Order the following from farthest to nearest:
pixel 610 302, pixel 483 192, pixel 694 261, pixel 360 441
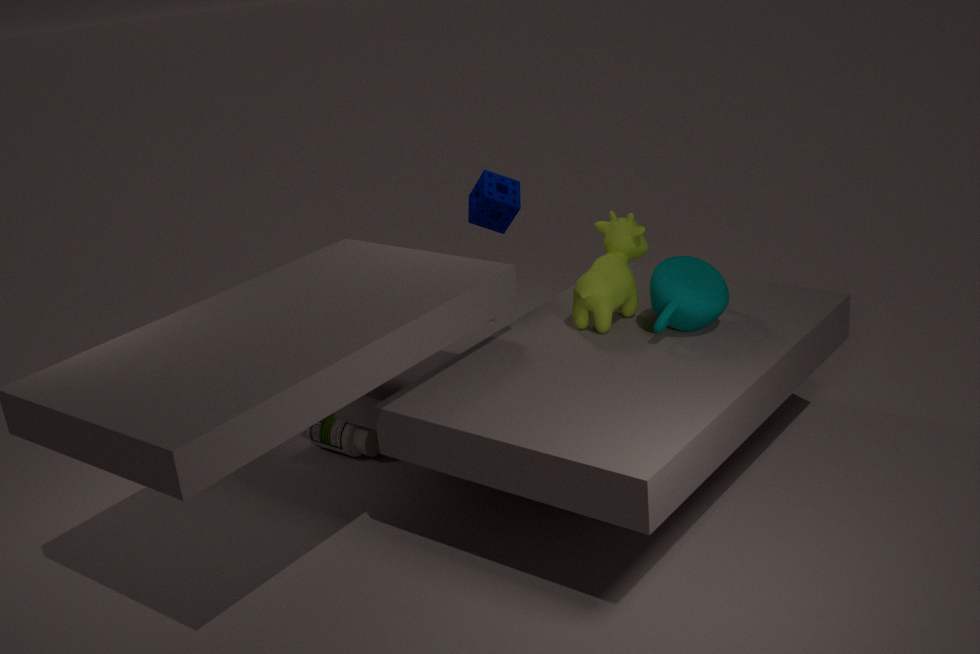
pixel 360 441, pixel 483 192, pixel 610 302, pixel 694 261
